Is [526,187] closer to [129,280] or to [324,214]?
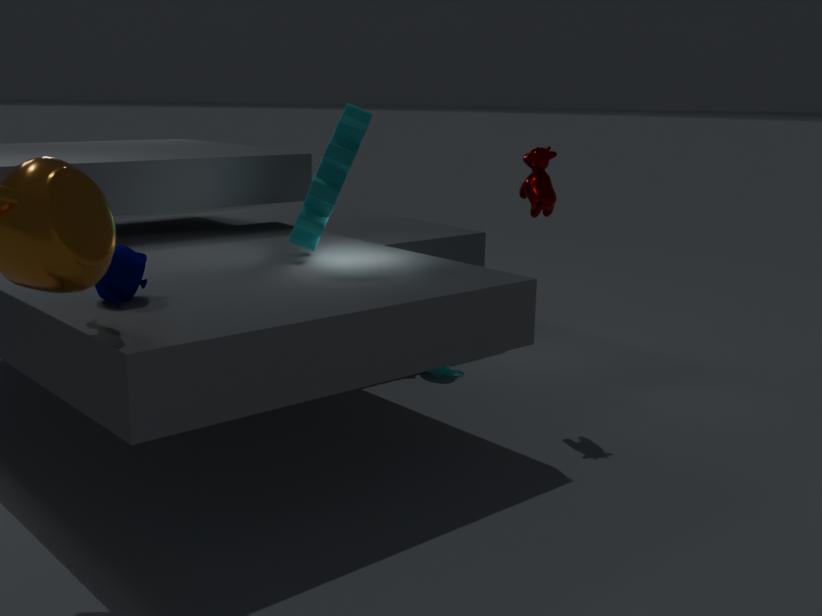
[324,214]
